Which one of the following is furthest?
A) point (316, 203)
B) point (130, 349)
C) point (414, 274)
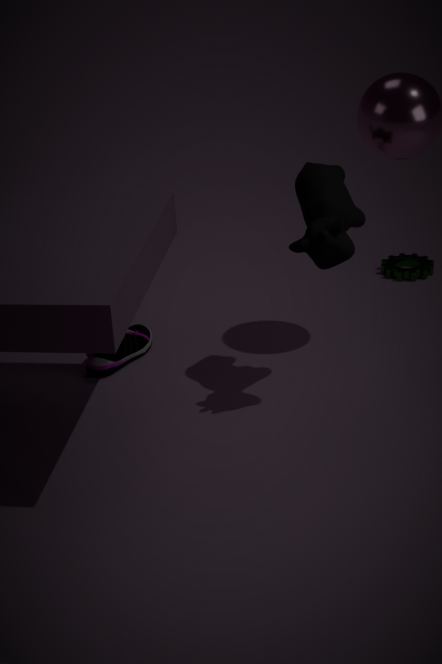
point (414, 274)
